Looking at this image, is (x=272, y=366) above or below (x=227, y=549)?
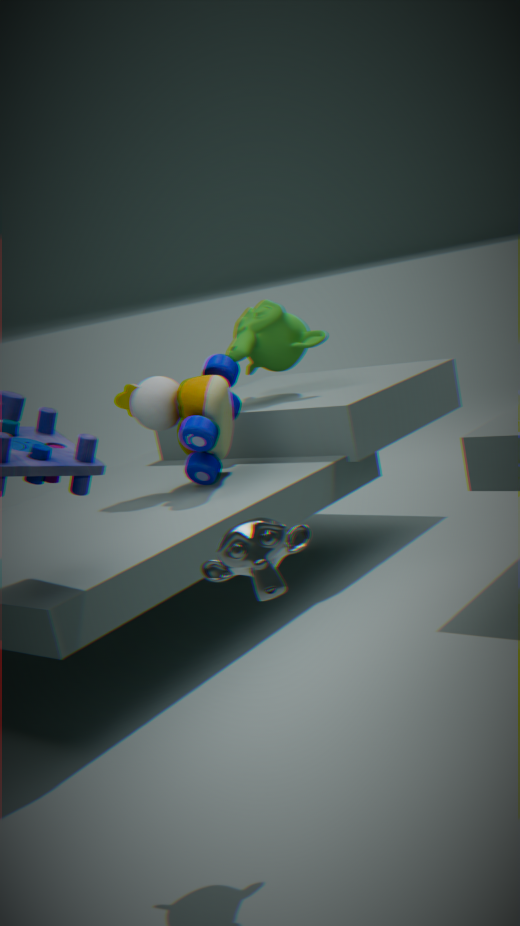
above
